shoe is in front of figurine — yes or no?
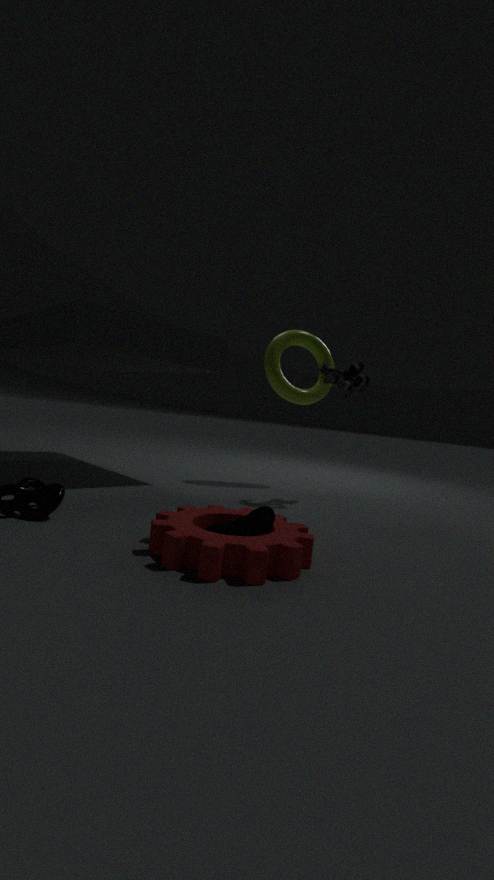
Yes
